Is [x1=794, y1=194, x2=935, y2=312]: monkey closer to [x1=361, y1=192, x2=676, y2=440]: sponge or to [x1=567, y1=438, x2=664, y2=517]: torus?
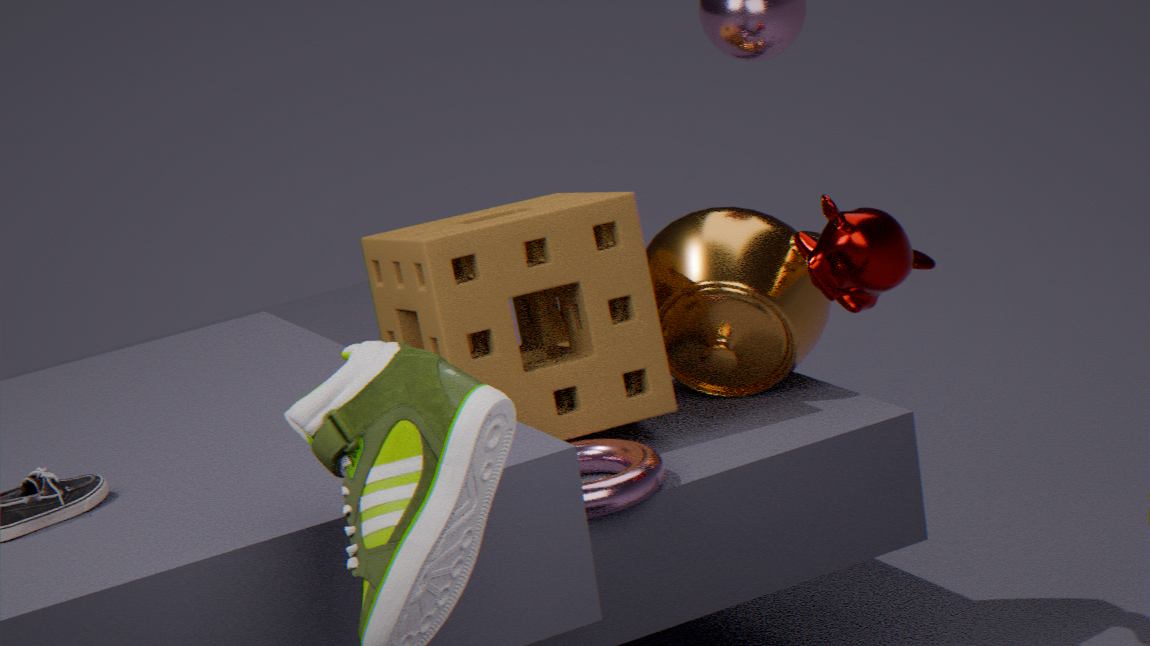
[x1=361, y1=192, x2=676, y2=440]: sponge
